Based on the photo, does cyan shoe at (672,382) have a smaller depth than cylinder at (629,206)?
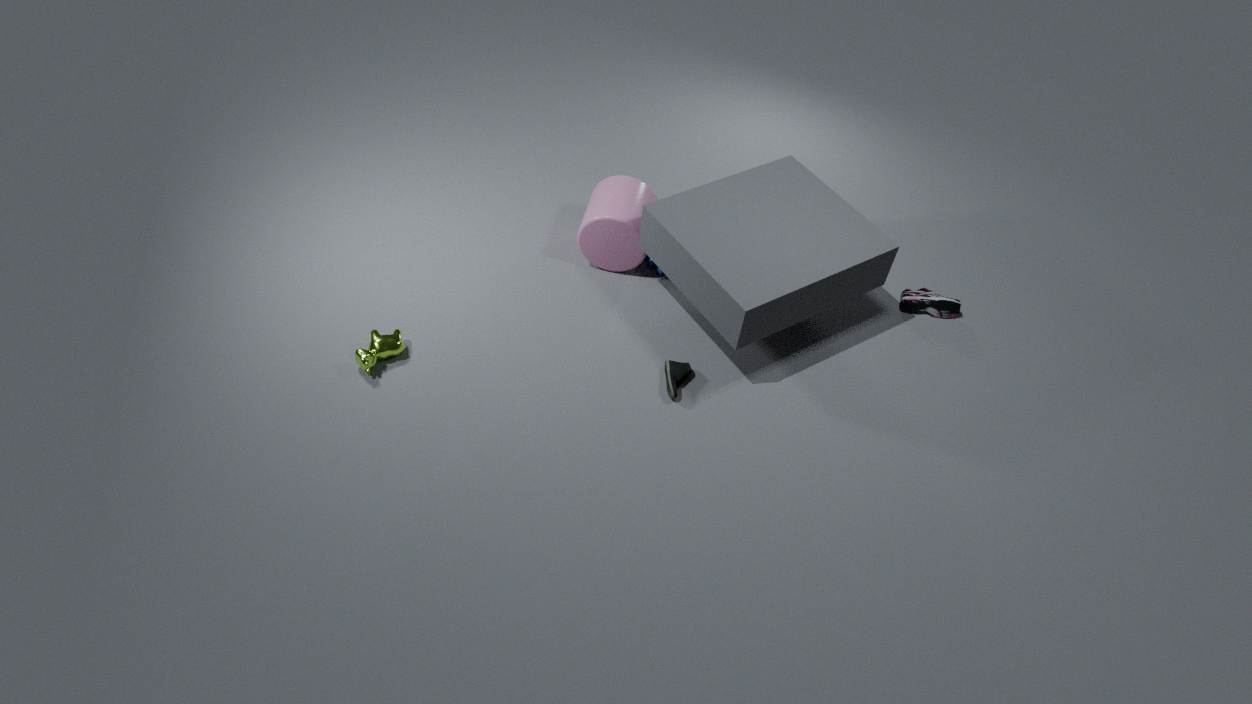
Yes
